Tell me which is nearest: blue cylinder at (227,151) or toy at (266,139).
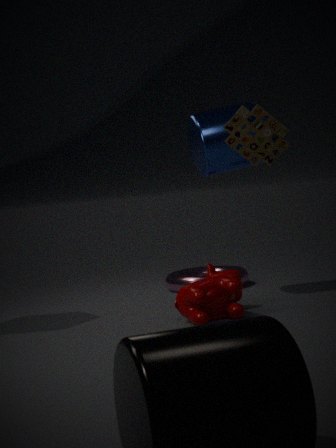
toy at (266,139)
